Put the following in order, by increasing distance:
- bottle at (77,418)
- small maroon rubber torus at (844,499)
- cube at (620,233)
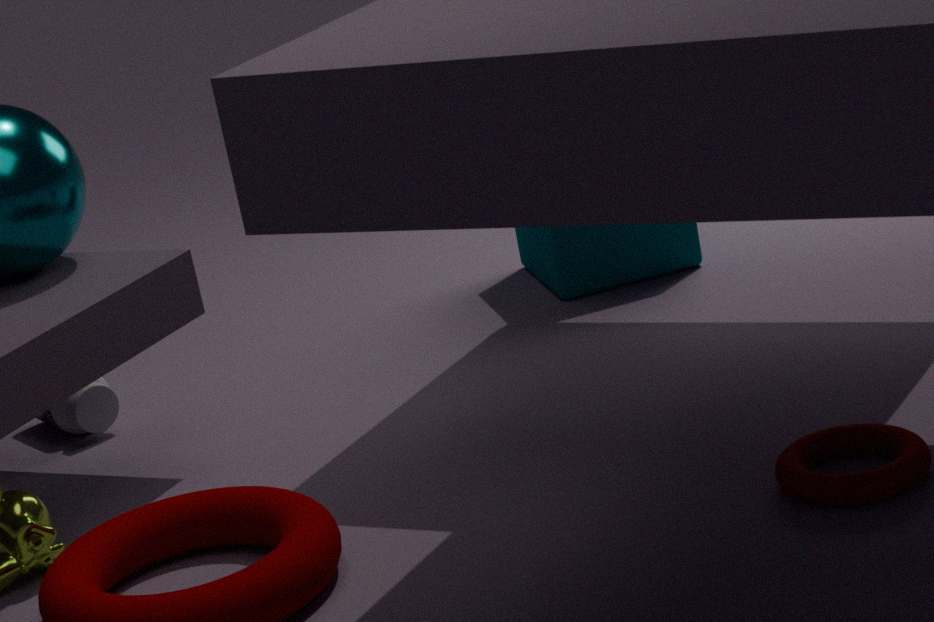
small maroon rubber torus at (844,499) < bottle at (77,418) < cube at (620,233)
